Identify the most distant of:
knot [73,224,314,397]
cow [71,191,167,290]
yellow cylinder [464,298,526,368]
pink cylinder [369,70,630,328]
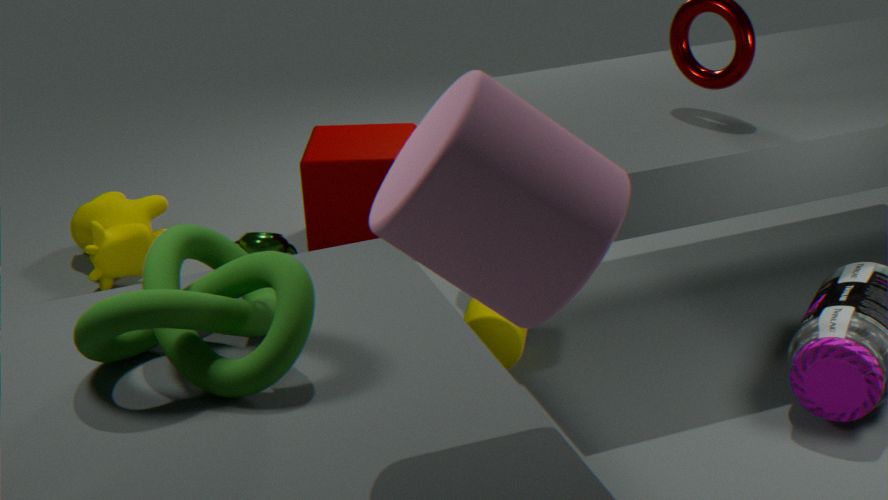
cow [71,191,167,290]
